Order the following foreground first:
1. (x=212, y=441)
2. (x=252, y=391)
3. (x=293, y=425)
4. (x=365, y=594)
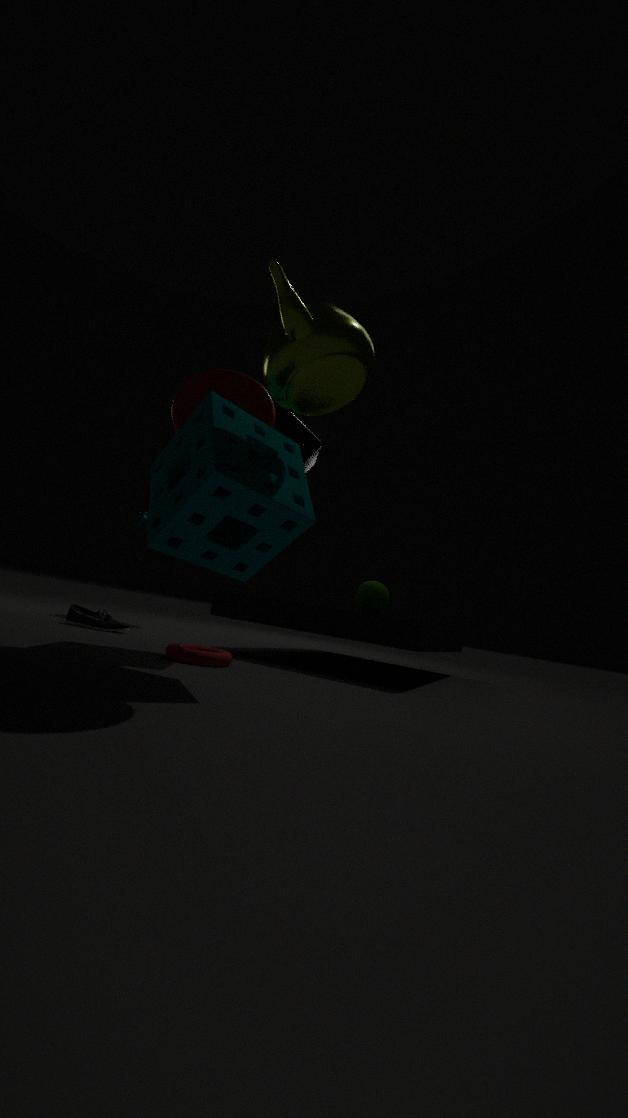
1. (x=212, y=441)
2. (x=252, y=391)
3. (x=293, y=425)
4. (x=365, y=594)
